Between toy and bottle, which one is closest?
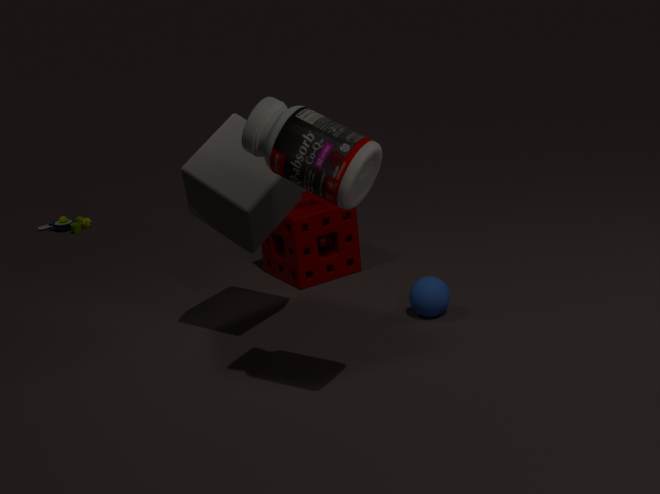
bottle
